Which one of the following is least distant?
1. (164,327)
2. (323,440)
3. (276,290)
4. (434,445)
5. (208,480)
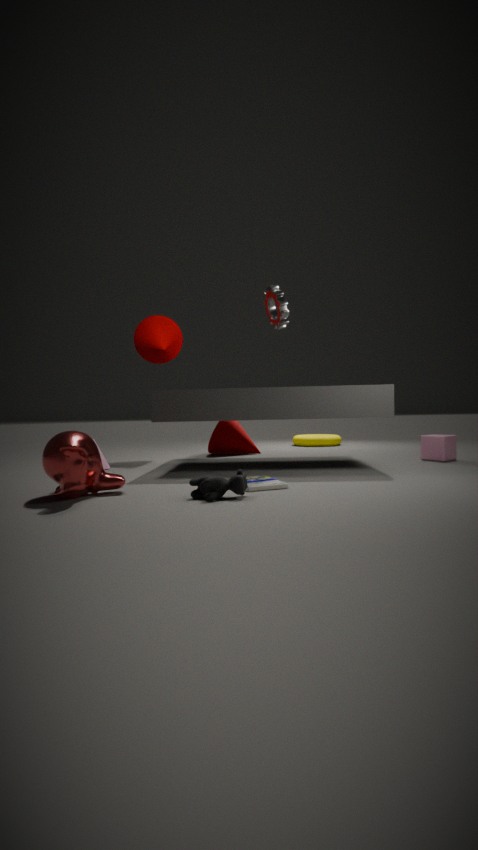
(208,480)
